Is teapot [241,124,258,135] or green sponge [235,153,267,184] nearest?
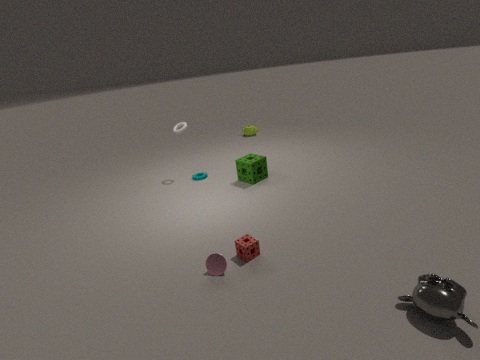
green sponge [235,153,267,184]
